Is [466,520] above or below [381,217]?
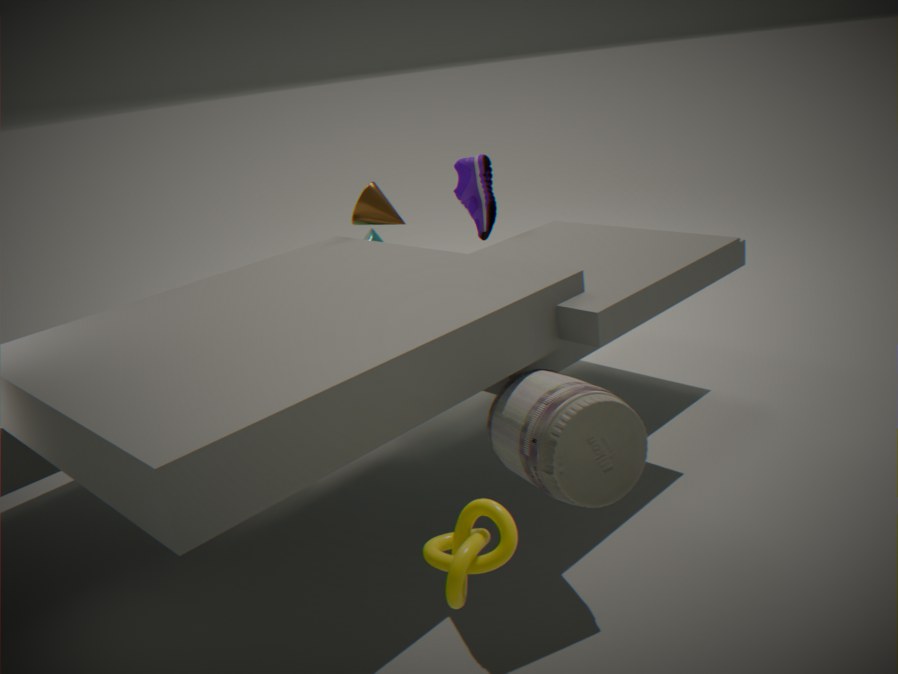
below
